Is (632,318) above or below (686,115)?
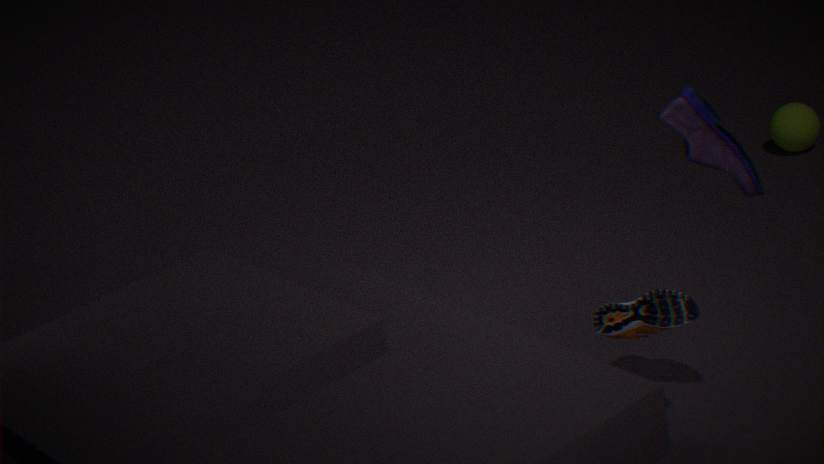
below
